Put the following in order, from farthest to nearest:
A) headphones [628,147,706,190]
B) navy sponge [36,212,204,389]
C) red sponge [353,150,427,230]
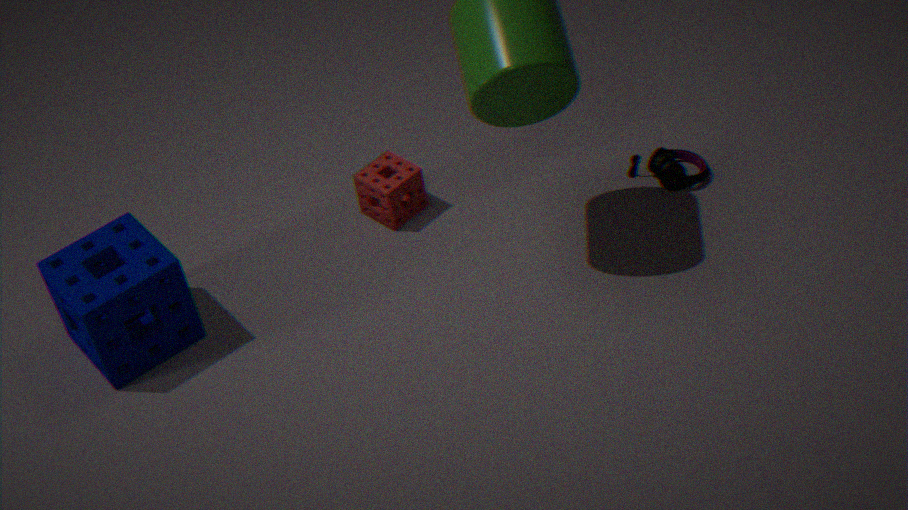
red sponge [353,150,427,230] → headphones [628,147,706,190] → navy sponge [36,212,204,389]
